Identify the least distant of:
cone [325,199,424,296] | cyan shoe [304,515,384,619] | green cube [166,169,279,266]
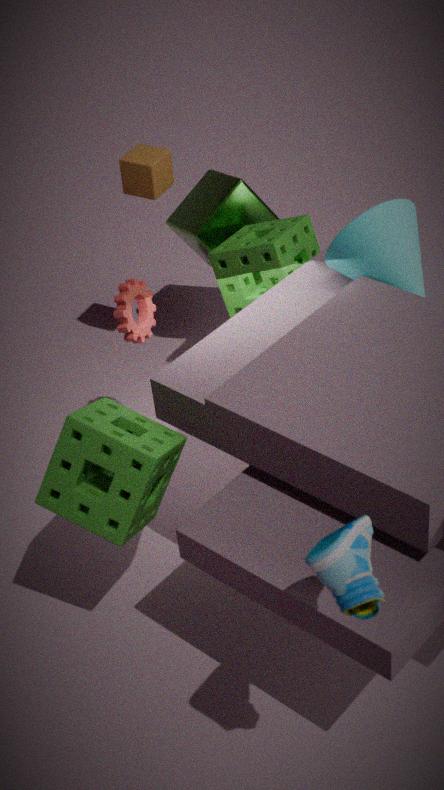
cyan shoe [304,515,384,619]
